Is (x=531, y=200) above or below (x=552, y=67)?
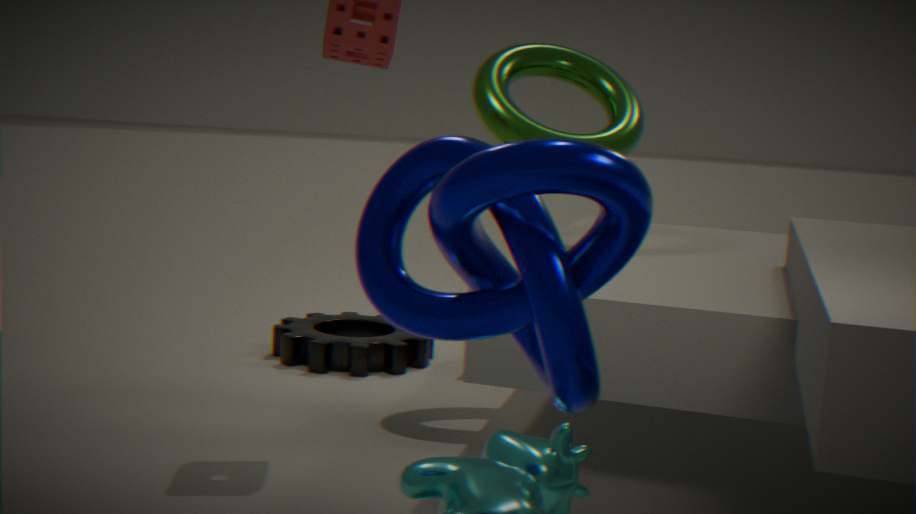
below
